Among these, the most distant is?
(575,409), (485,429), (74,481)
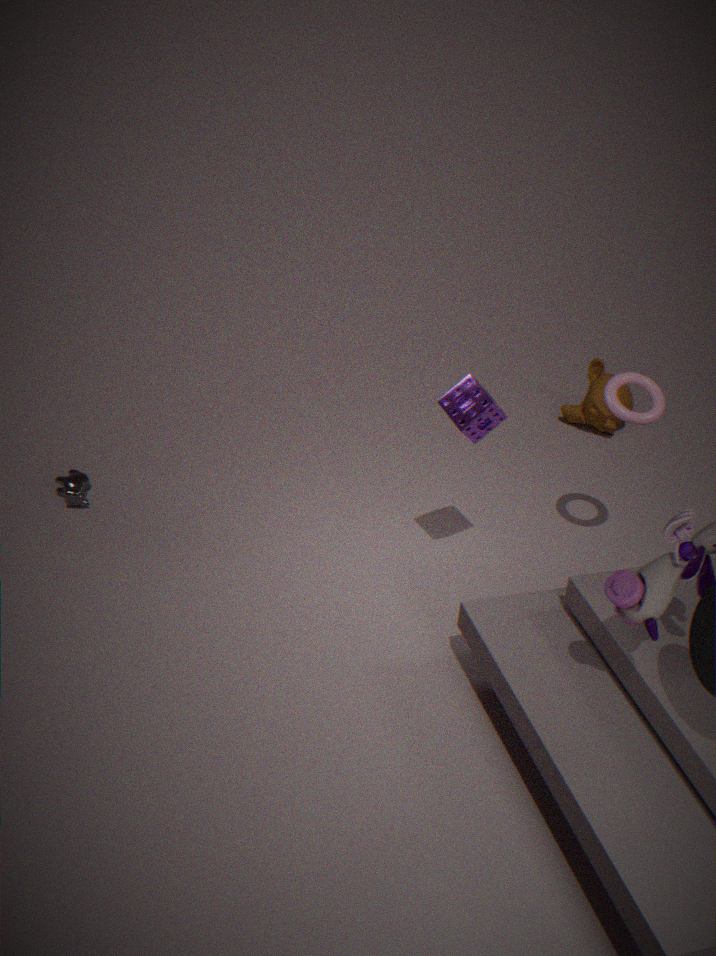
(575,409)
